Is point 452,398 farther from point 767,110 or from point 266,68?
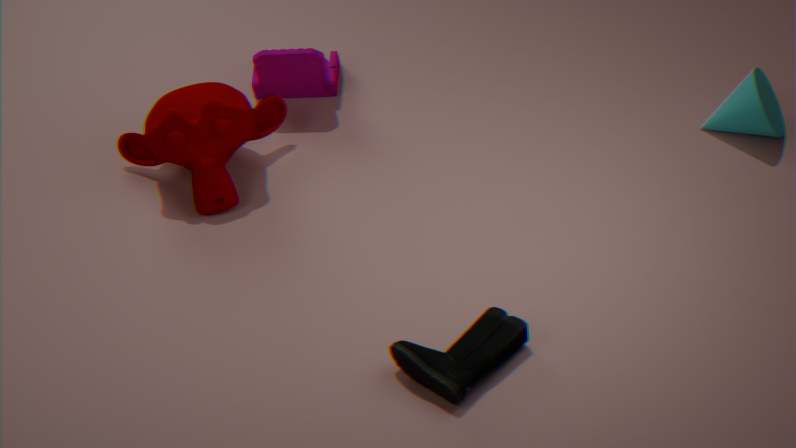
point 266,68
